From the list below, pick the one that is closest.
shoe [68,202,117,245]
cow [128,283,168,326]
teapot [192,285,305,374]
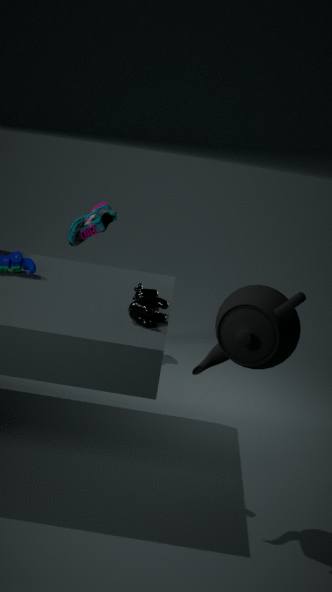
teapot [192,285,305,374]
